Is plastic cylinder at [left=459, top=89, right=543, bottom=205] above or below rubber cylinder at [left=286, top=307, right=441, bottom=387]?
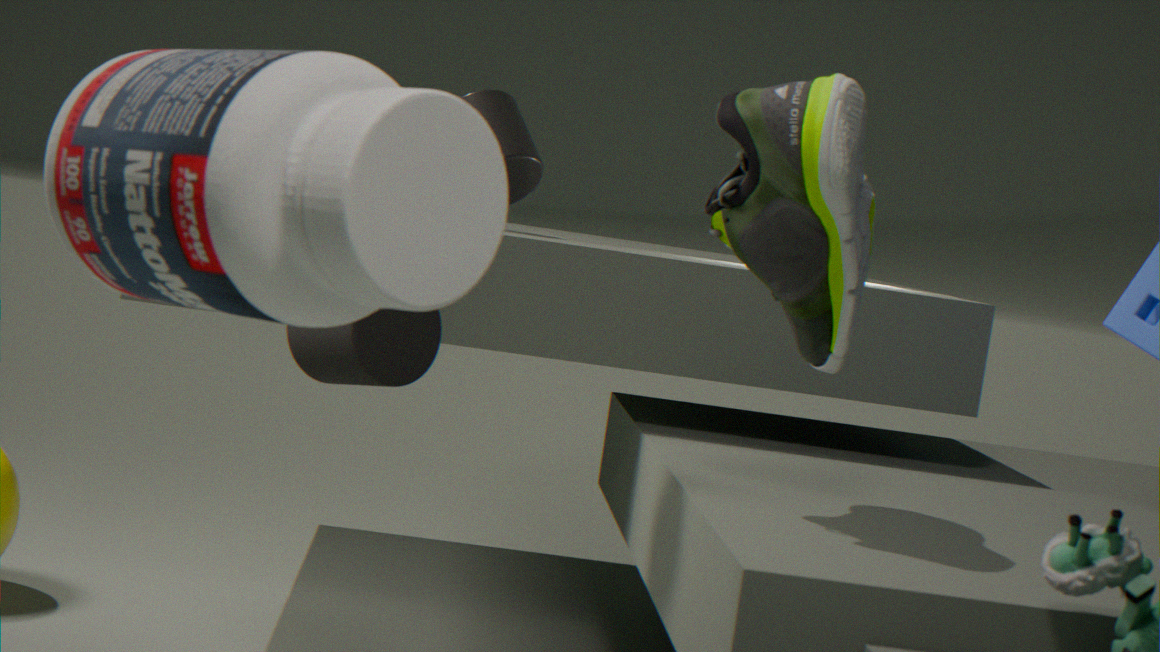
above
